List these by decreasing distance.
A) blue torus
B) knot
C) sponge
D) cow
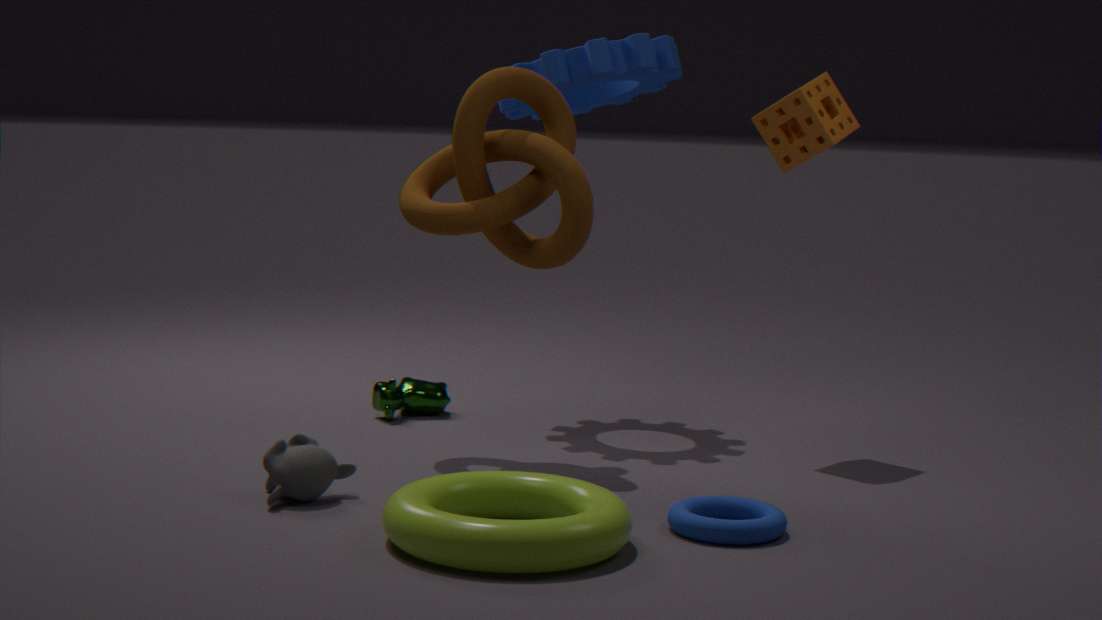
cow, sponge, knot, blue torus
